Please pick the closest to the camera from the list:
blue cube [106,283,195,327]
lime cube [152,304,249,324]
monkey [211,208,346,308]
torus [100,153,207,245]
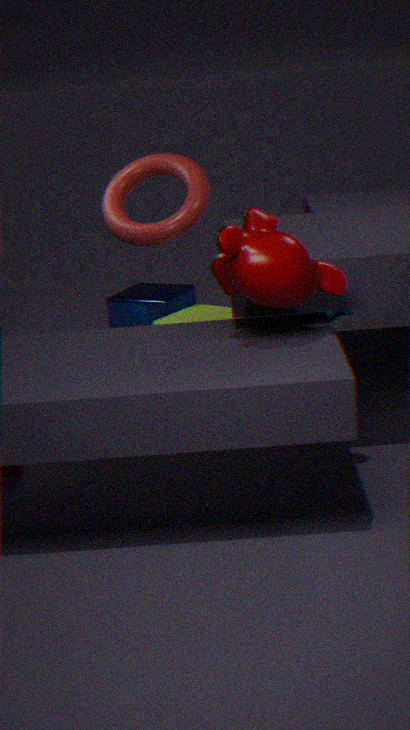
monkey [211,208,346,308]
